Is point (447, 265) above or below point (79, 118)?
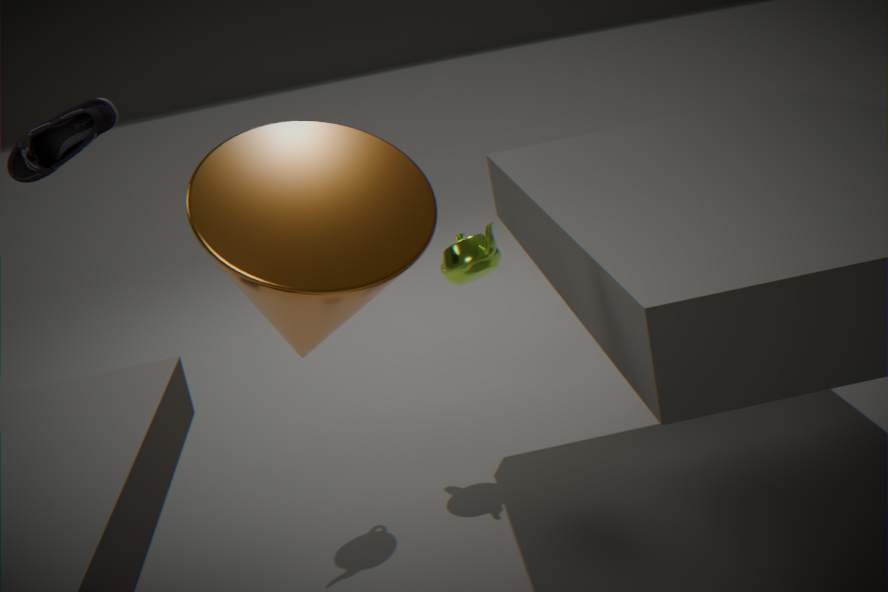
below
